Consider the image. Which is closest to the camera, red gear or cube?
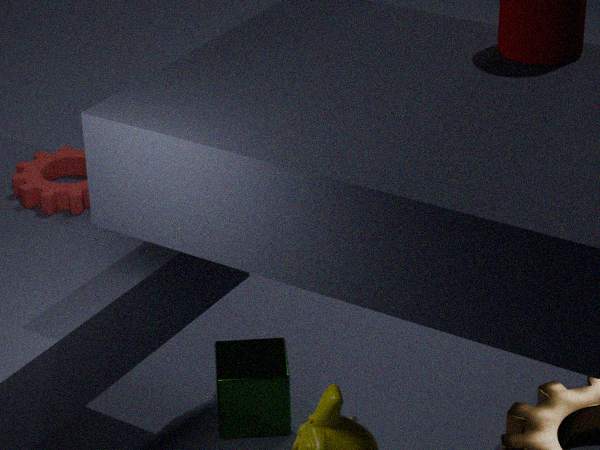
red gear
